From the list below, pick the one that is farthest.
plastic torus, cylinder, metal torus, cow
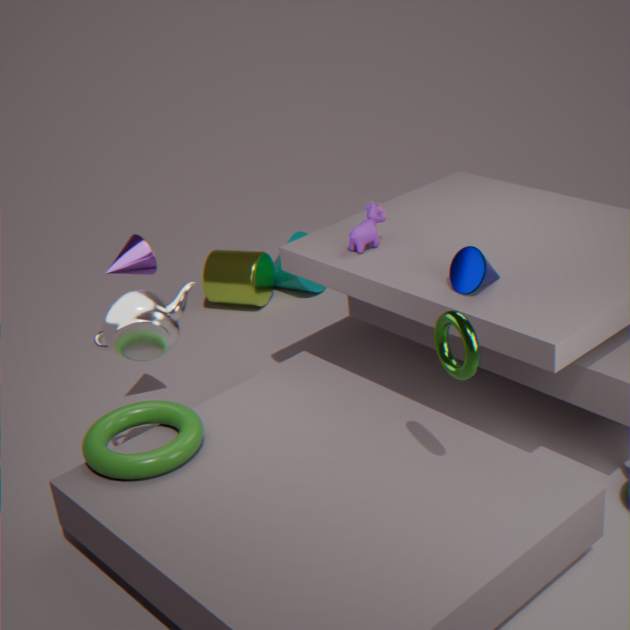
cylinder
